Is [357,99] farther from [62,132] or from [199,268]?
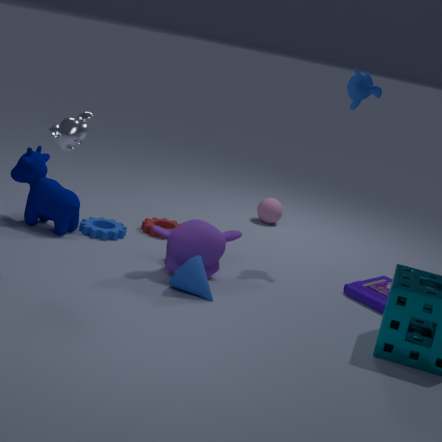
[62,132]
